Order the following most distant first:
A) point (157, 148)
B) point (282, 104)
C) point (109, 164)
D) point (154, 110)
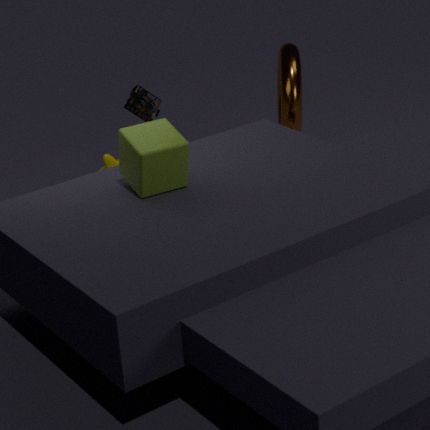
point (282, 104) → point (154, 110) → point (109, 164) → point (157, 148)
